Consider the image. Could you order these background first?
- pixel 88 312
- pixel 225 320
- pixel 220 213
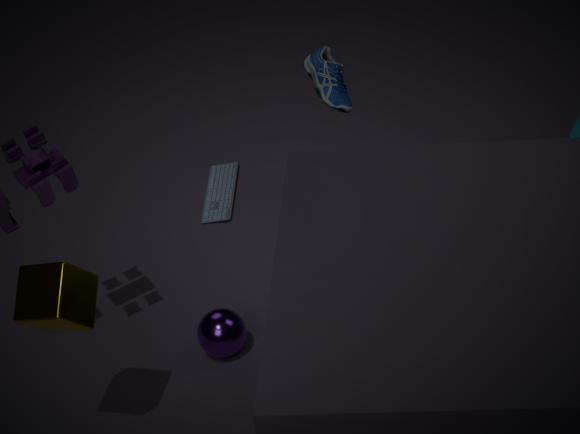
pixel 220 213 < pixel 225 320 < pixel 88 312
